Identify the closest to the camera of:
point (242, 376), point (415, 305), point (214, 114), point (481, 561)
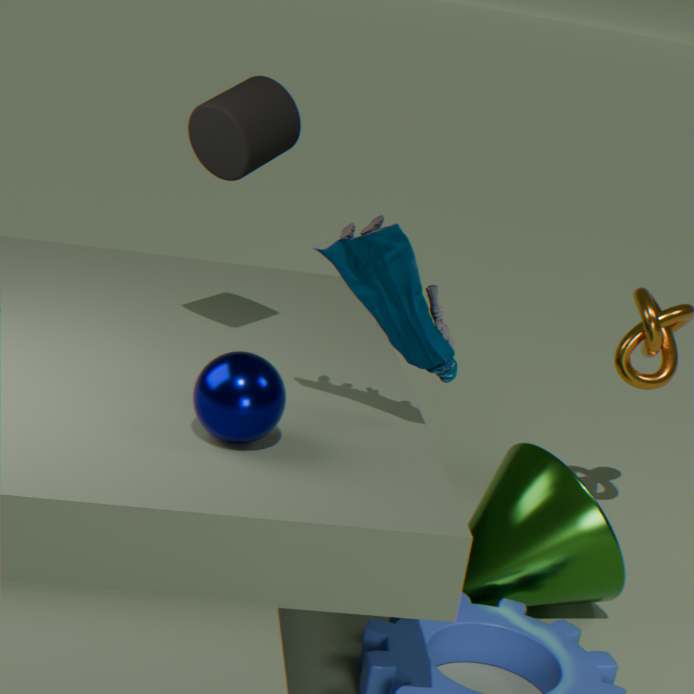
point (242, 376)
